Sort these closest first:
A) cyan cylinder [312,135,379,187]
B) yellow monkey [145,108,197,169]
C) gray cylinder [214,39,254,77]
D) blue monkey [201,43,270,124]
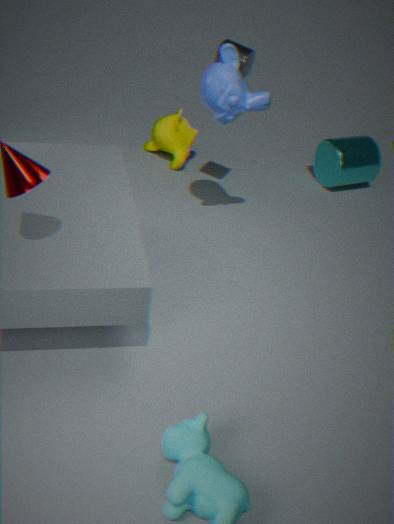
blue monkey [201,43,270,124]
gray cylinder [214,39,254,77]
yellow monkey [145,108,197,169]
cyan cylinder [312,135,379,187]
